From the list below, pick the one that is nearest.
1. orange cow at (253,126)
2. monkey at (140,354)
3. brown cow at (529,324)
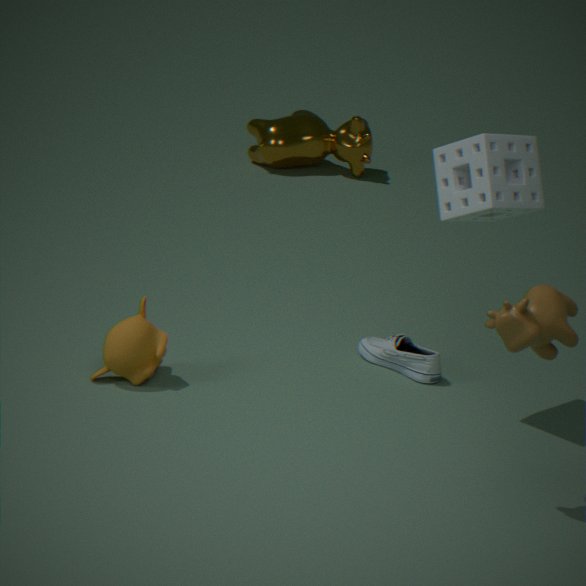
brown cow at (529,324)
